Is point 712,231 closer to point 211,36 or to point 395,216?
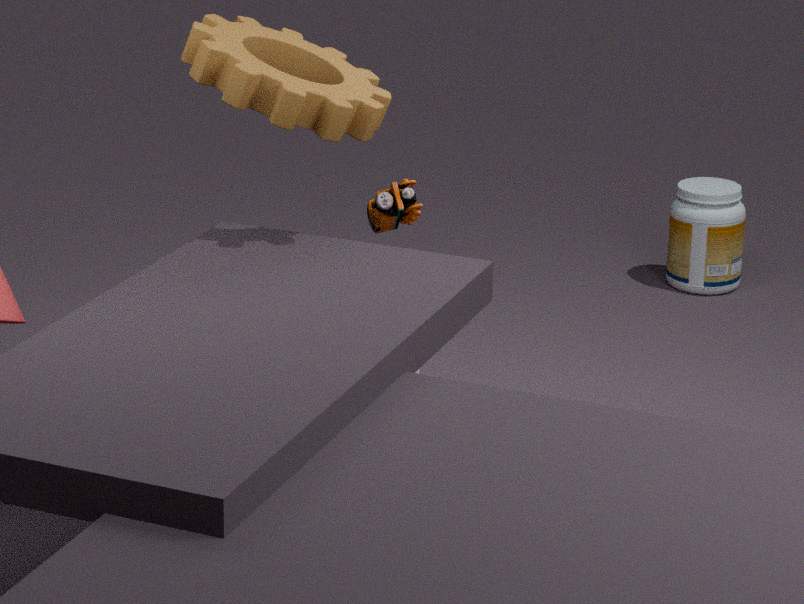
point 395,216
